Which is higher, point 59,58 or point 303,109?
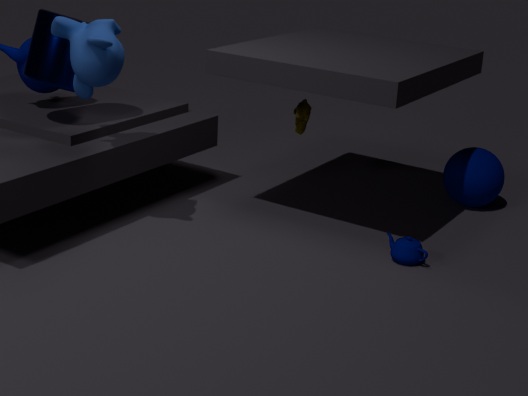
point 59,58
